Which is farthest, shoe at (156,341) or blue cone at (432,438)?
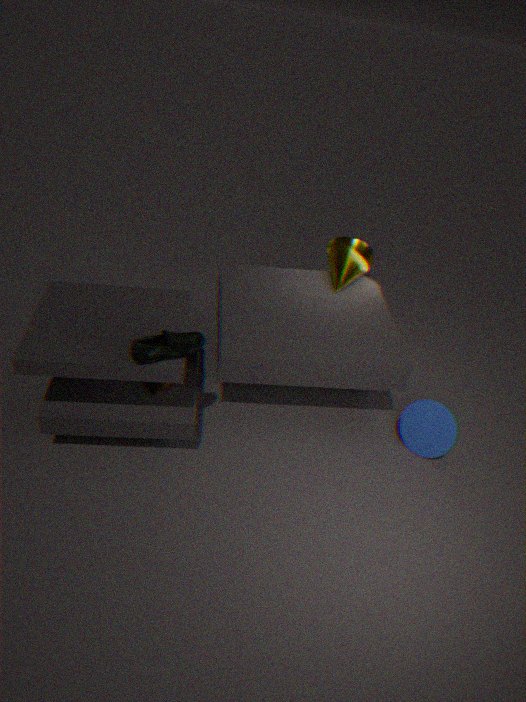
blue cone at (432,438)
